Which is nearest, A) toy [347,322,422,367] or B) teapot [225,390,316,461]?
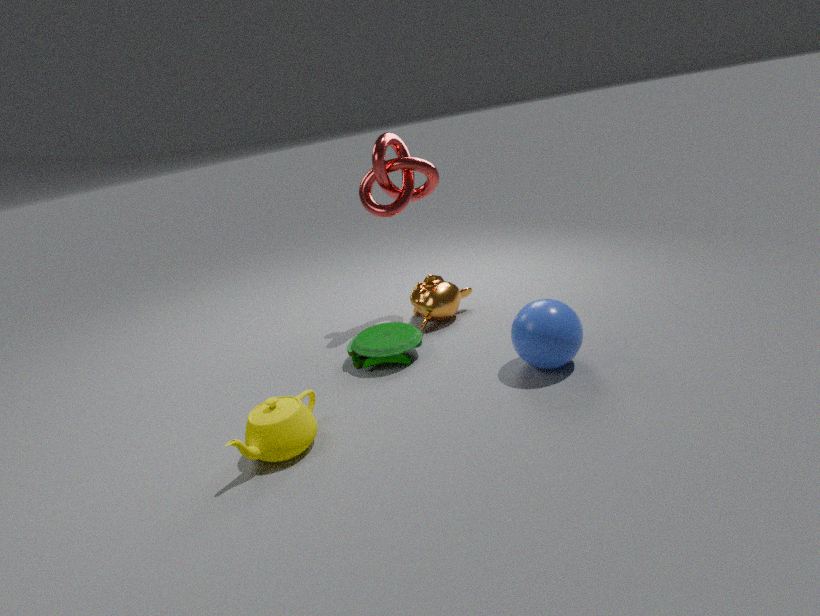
B. teapot [225,390,316,461]
